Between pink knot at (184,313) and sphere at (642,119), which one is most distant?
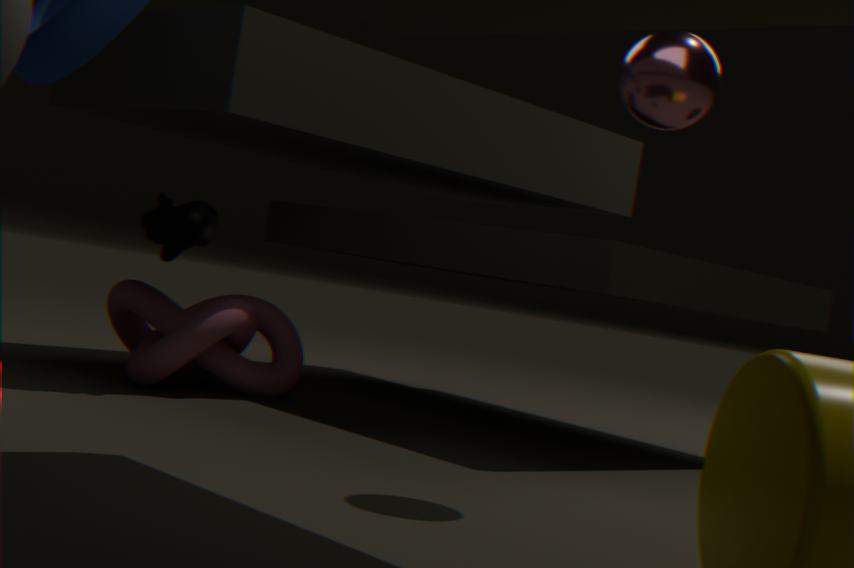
pink knot at (184,313)
